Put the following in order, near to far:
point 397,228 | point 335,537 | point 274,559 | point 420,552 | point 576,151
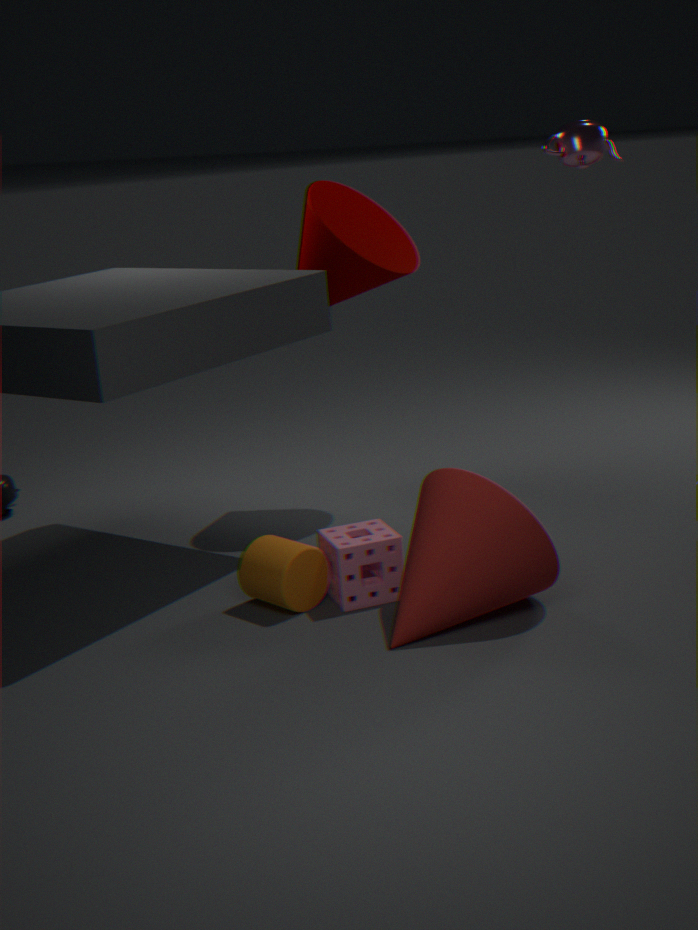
point 420,552, point 274,559, point 335,537, point 576,151, point 397,228
